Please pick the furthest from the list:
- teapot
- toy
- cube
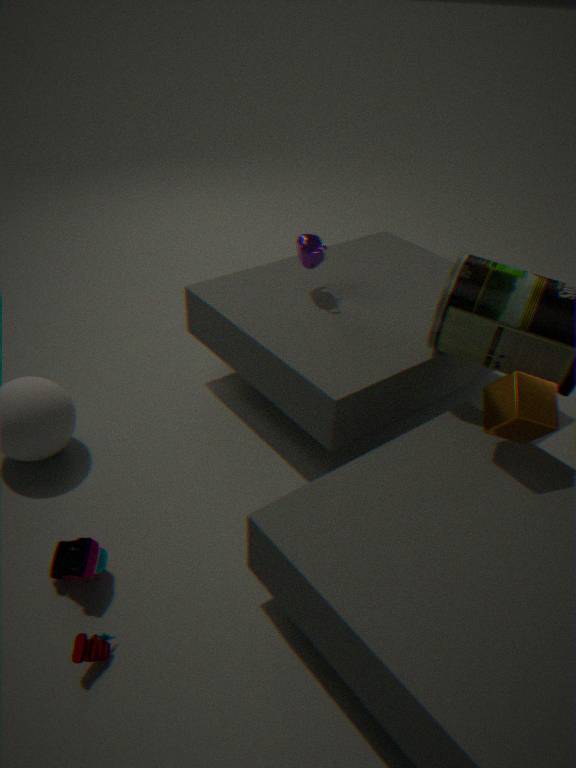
teapot
